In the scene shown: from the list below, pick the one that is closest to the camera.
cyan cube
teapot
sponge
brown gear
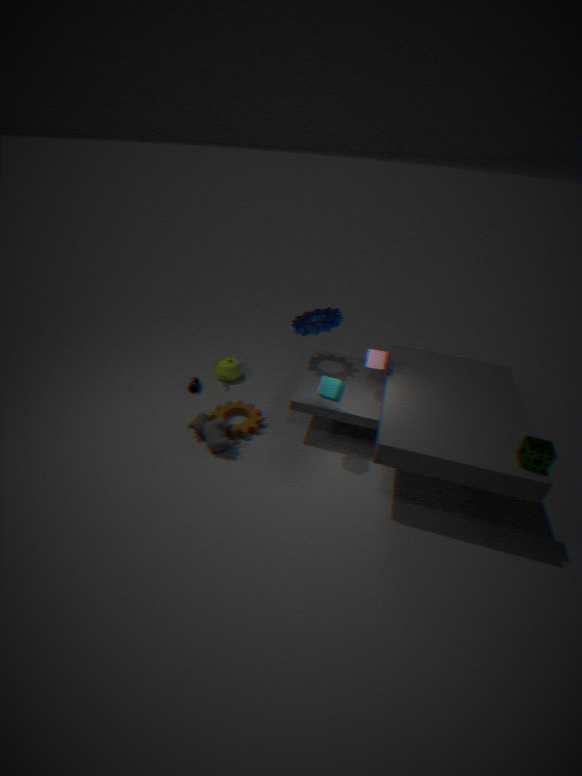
sponge
